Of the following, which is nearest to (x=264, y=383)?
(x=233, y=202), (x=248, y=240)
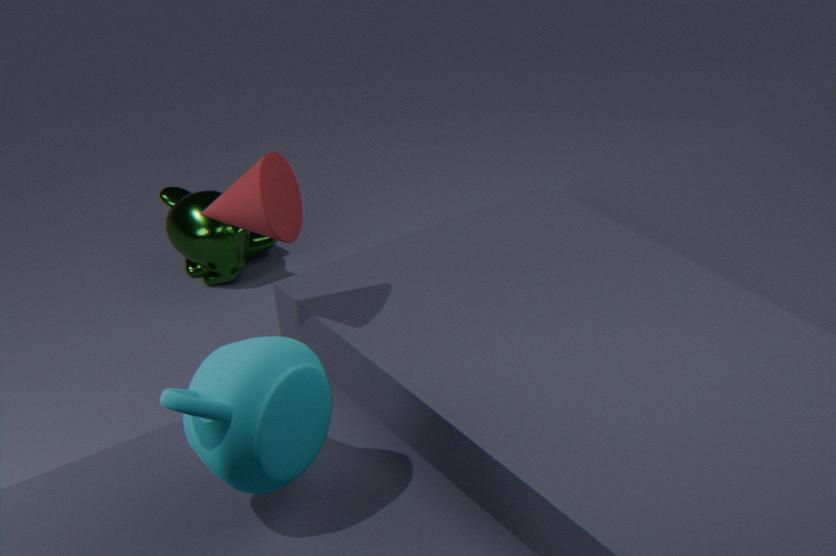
(x=233, y=202)
